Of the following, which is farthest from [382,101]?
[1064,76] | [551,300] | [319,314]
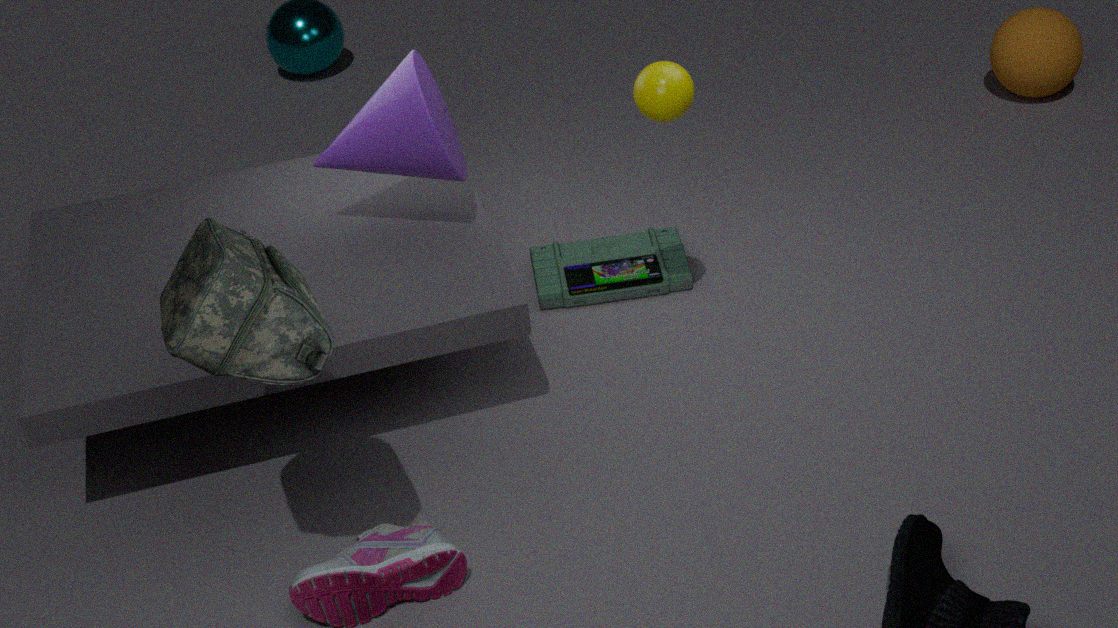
[1064,76]
